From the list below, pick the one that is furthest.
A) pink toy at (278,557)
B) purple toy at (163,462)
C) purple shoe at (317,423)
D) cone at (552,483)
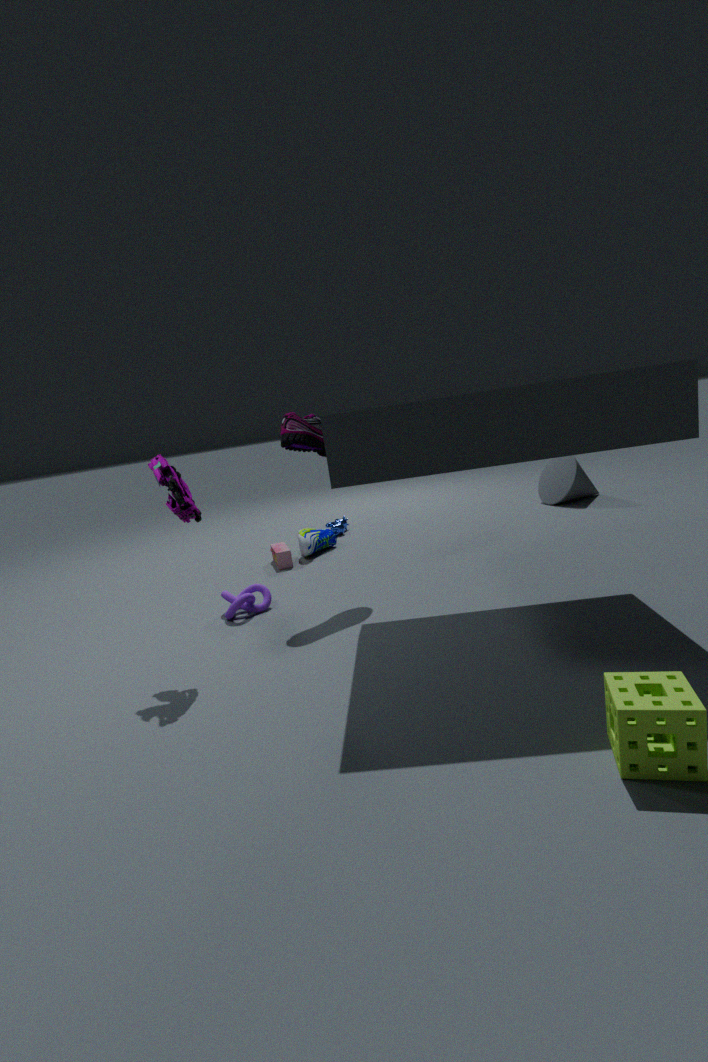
D. cone at (552,483)
